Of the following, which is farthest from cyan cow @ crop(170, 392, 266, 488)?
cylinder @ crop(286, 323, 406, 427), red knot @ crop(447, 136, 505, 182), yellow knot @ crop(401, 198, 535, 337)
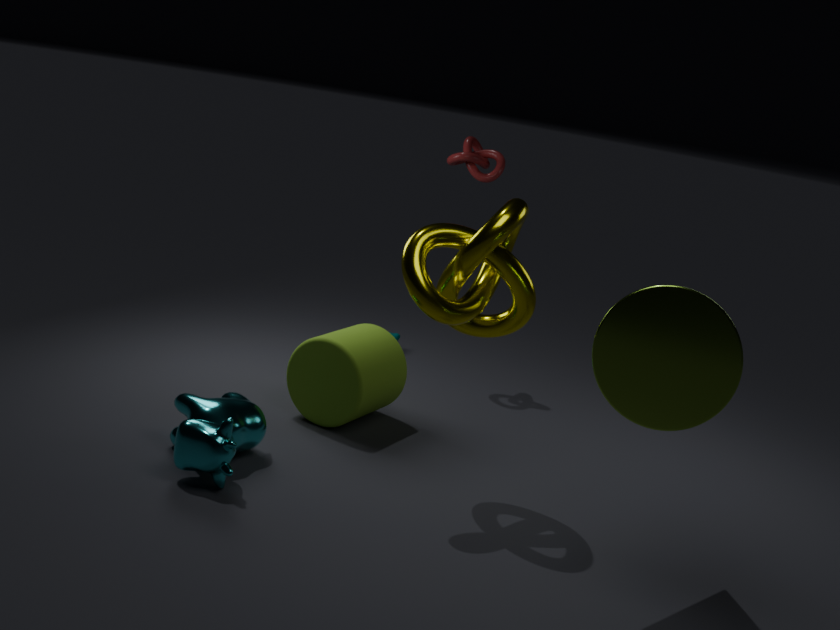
red knot @ crop(447, 136, 505, 182)
